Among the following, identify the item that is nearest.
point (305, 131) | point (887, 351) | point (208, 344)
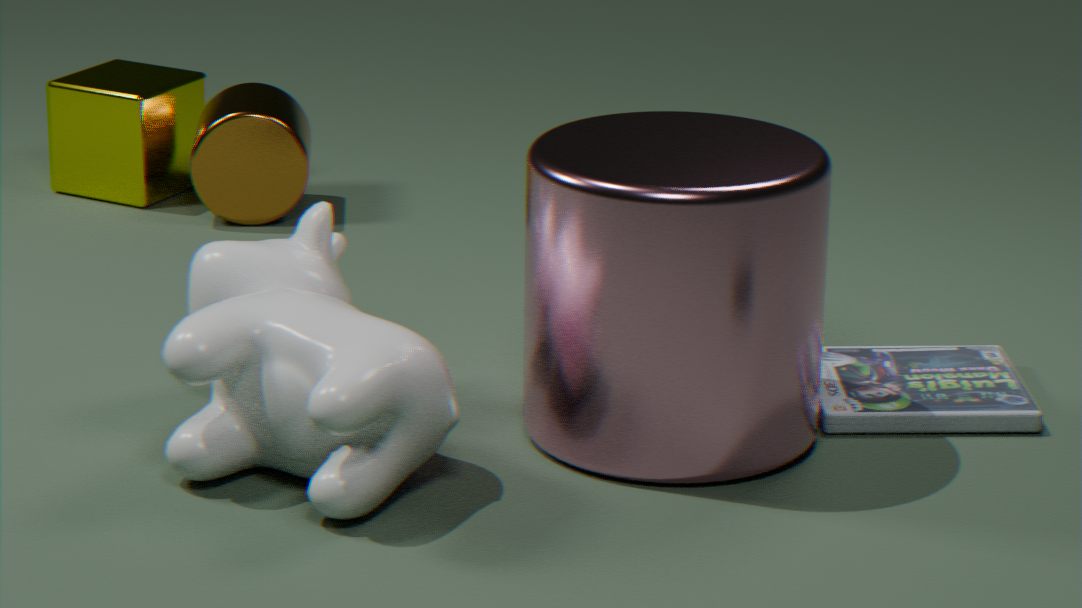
point (208, 344)
